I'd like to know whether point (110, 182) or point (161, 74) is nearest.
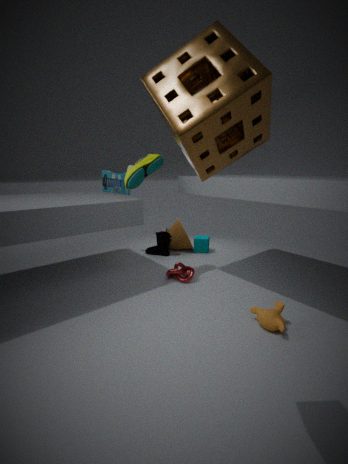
point (161, 74)
